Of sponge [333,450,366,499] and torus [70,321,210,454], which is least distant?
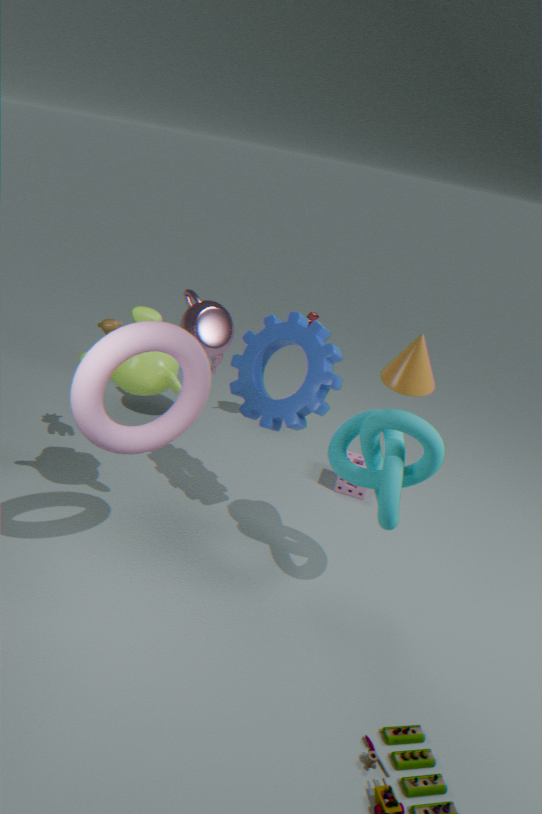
torus [70,321,210,454]
